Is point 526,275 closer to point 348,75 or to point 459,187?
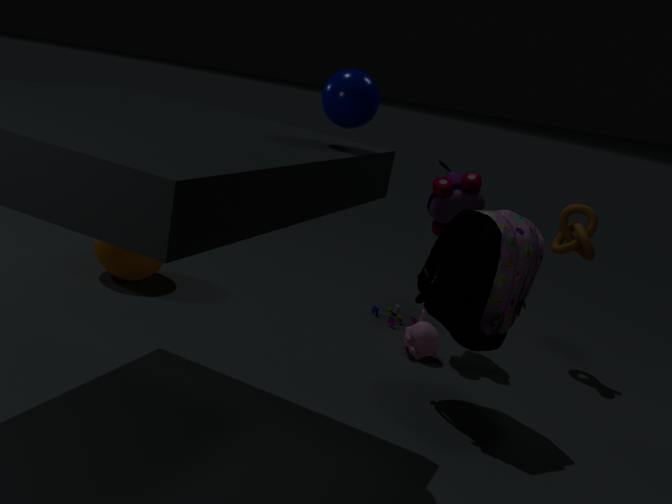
point 459,187
